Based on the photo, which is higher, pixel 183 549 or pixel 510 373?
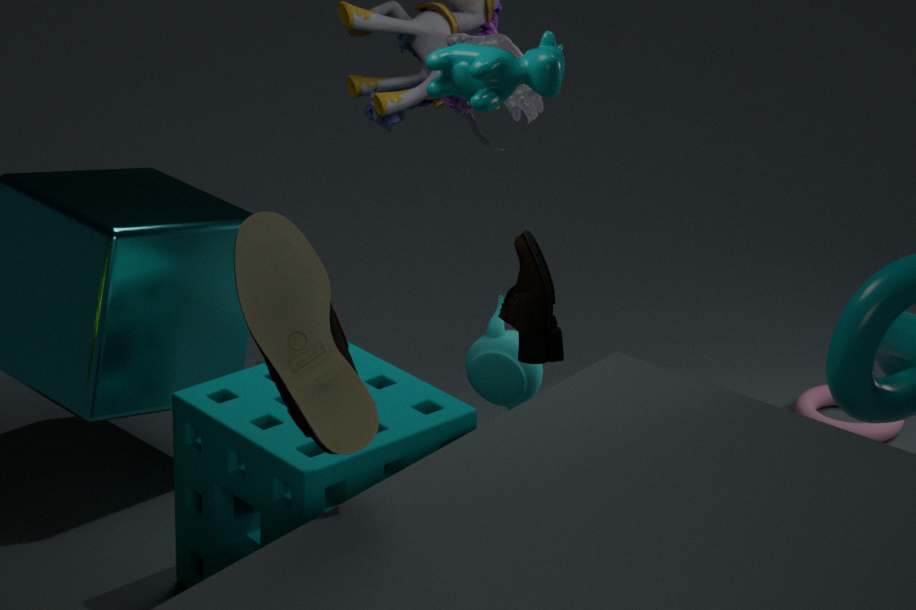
pixel 183 549
